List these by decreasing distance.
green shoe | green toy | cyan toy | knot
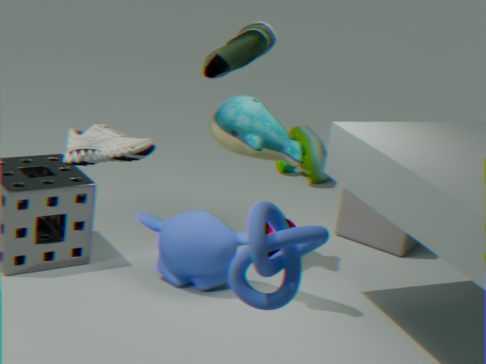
green toy < cyan toy < green shoe < knot
